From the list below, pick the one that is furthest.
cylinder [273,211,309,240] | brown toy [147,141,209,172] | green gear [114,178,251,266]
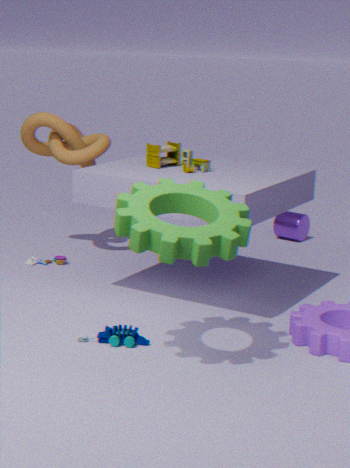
cylinder [273,211,309,240]
